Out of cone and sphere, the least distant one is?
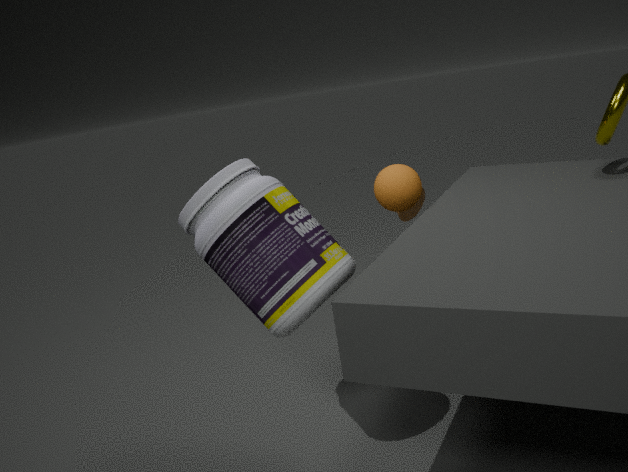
sphere
